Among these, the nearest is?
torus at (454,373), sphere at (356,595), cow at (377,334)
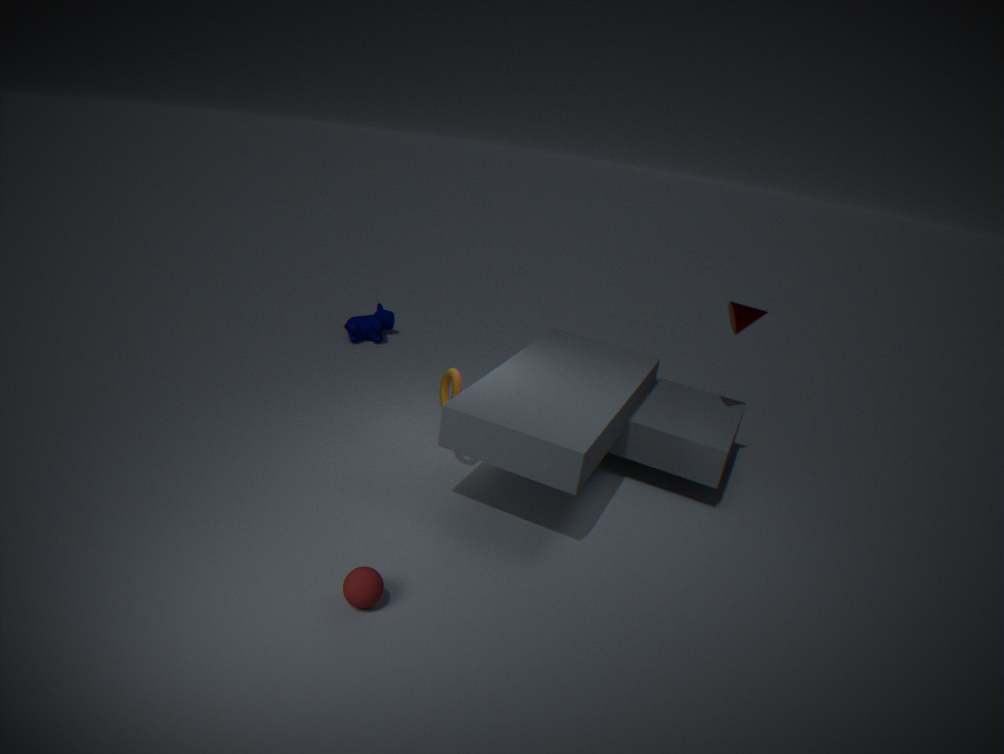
sphere at (356,595)
